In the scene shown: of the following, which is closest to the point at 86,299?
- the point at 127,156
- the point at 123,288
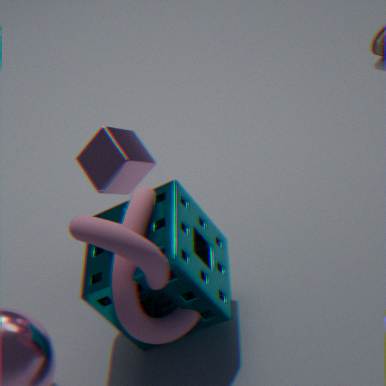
the point at 123,288
